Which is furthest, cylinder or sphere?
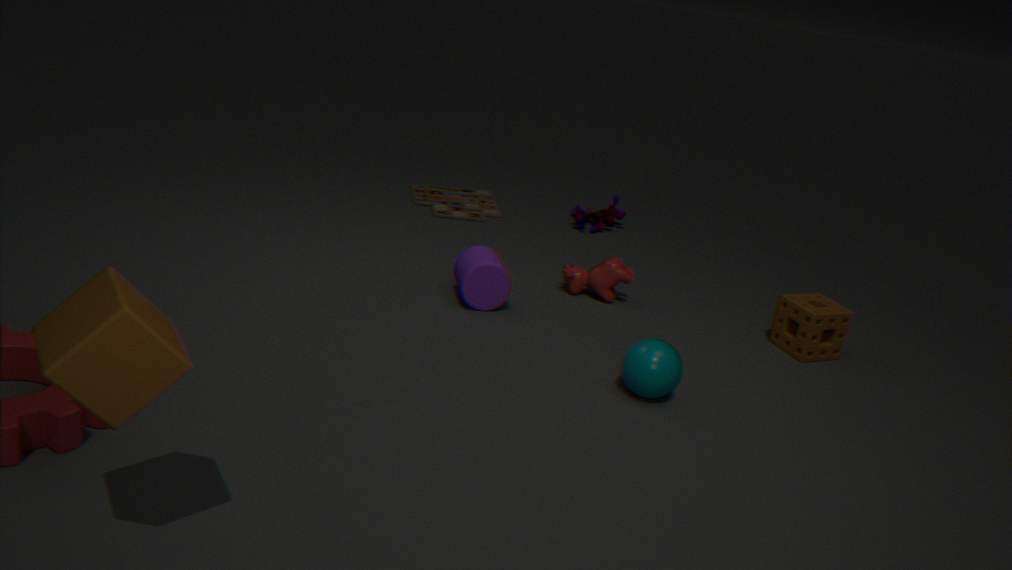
cylinder
